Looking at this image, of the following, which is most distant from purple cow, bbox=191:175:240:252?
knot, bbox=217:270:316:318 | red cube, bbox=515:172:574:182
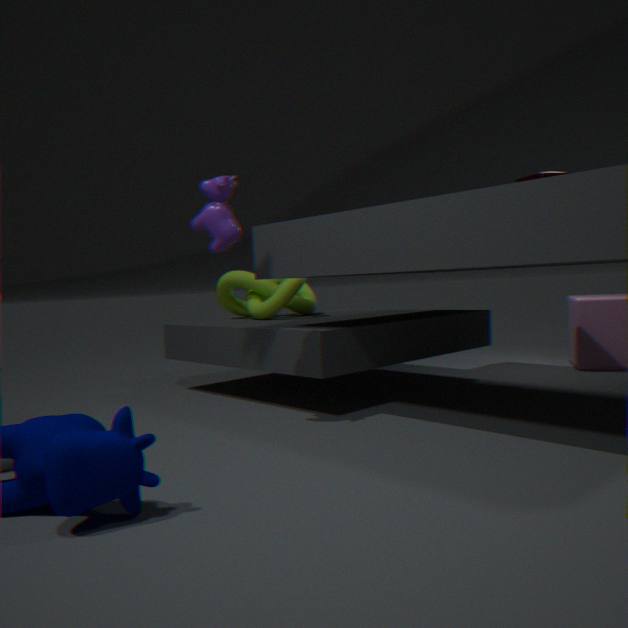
red cube, bbox=515:172:574:182
